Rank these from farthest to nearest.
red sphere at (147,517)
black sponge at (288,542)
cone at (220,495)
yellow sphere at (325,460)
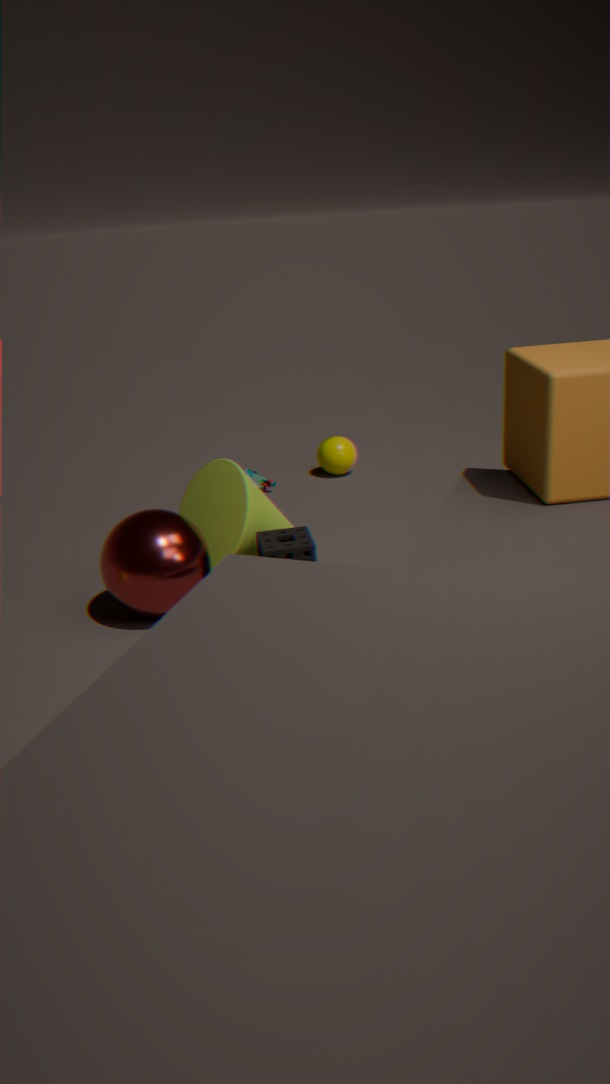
yellow sphere at (325,460) → cone at (220,495) → black sponge at (288,542) → red sphere at (147,517)
